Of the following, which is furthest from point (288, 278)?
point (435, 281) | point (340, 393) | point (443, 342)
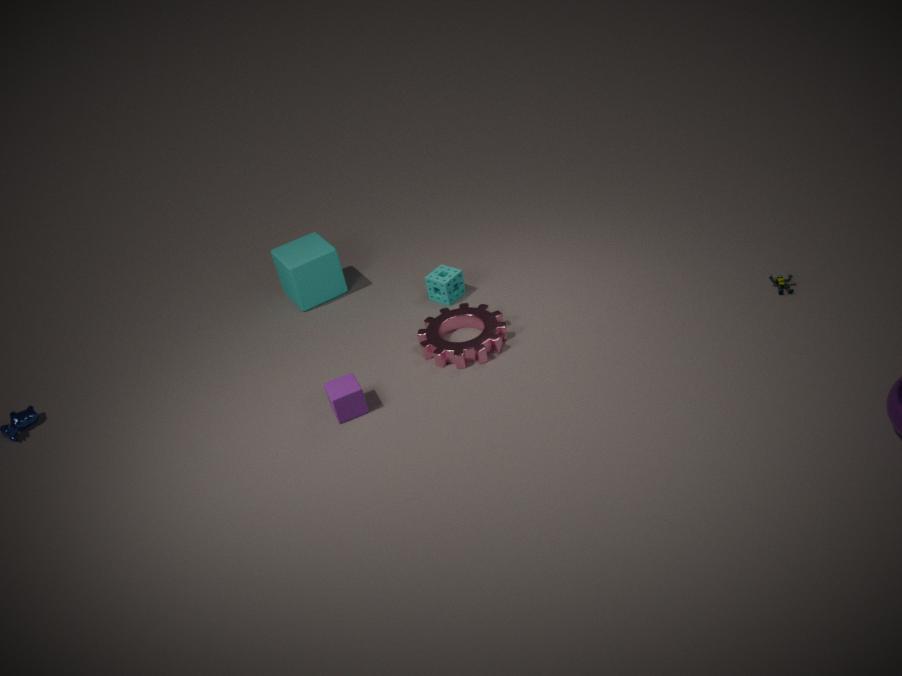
point (340, 393)
